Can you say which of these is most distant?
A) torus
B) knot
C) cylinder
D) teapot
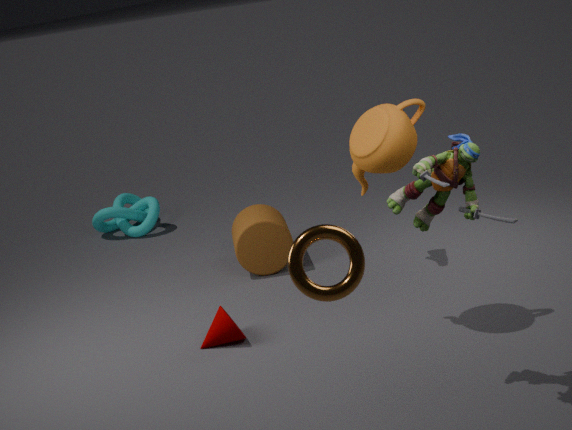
knot
